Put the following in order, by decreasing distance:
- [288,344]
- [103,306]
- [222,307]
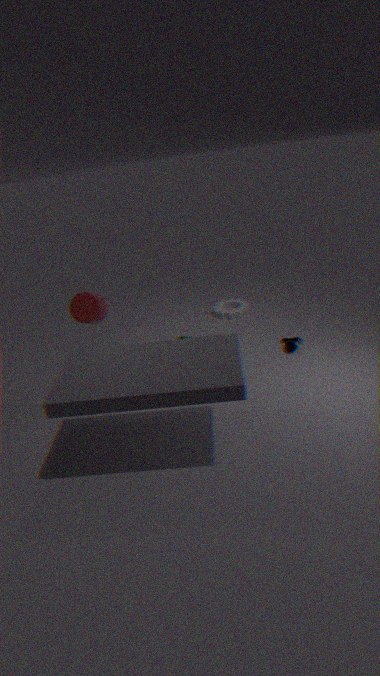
[222,307] → [288,344] → [103,306]
